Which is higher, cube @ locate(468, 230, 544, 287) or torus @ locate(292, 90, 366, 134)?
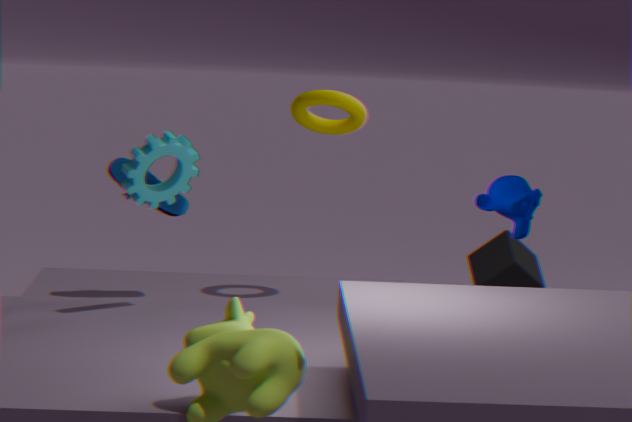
torus @ locate(292, 90, 366, 134)
